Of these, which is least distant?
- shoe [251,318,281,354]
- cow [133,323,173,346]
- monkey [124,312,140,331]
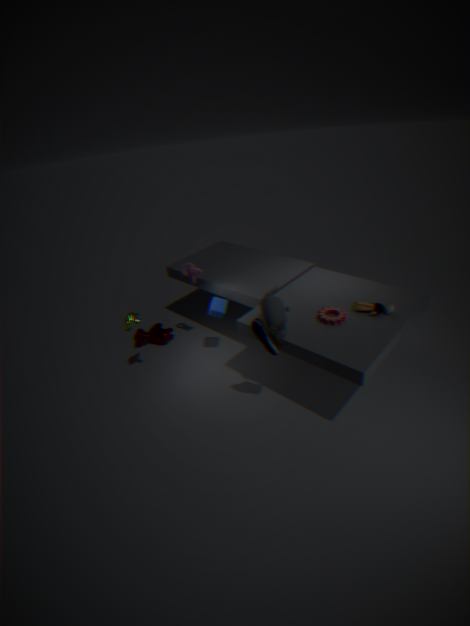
shoe [251,318,281,354]
